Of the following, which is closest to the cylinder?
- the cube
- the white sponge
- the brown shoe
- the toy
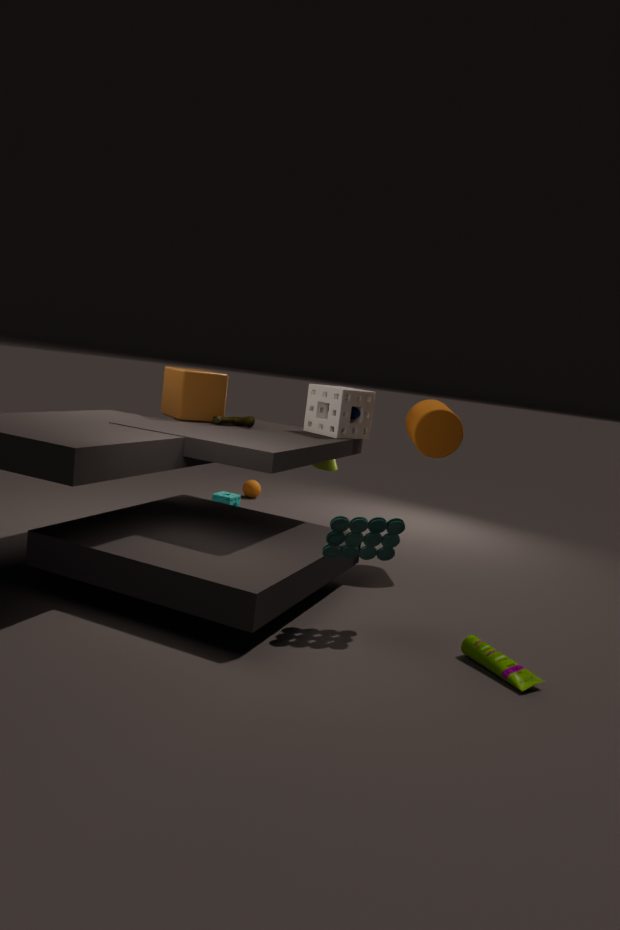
the white sponge
